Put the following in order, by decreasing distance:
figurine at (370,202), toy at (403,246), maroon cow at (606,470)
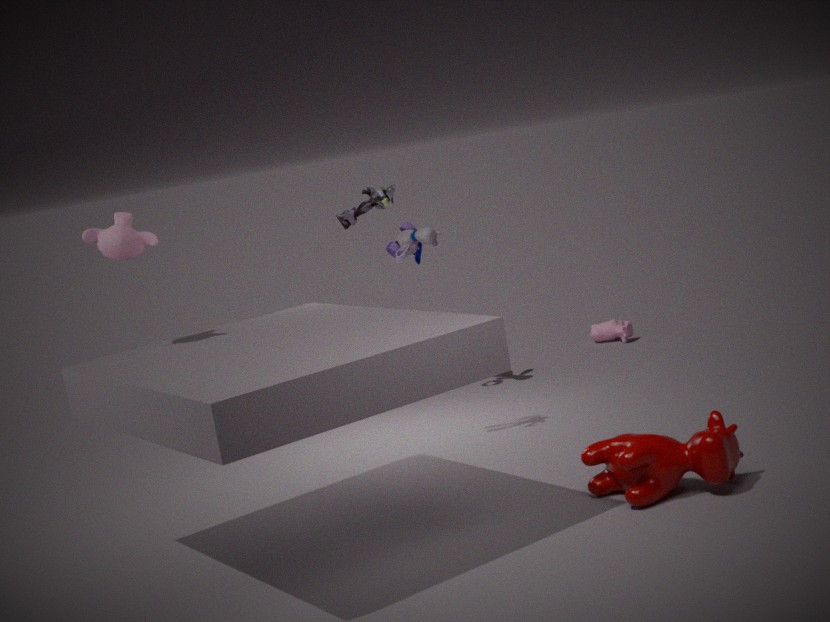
toy at (403,246)
figurine at (370,202)
maroon cow at (606,470)
